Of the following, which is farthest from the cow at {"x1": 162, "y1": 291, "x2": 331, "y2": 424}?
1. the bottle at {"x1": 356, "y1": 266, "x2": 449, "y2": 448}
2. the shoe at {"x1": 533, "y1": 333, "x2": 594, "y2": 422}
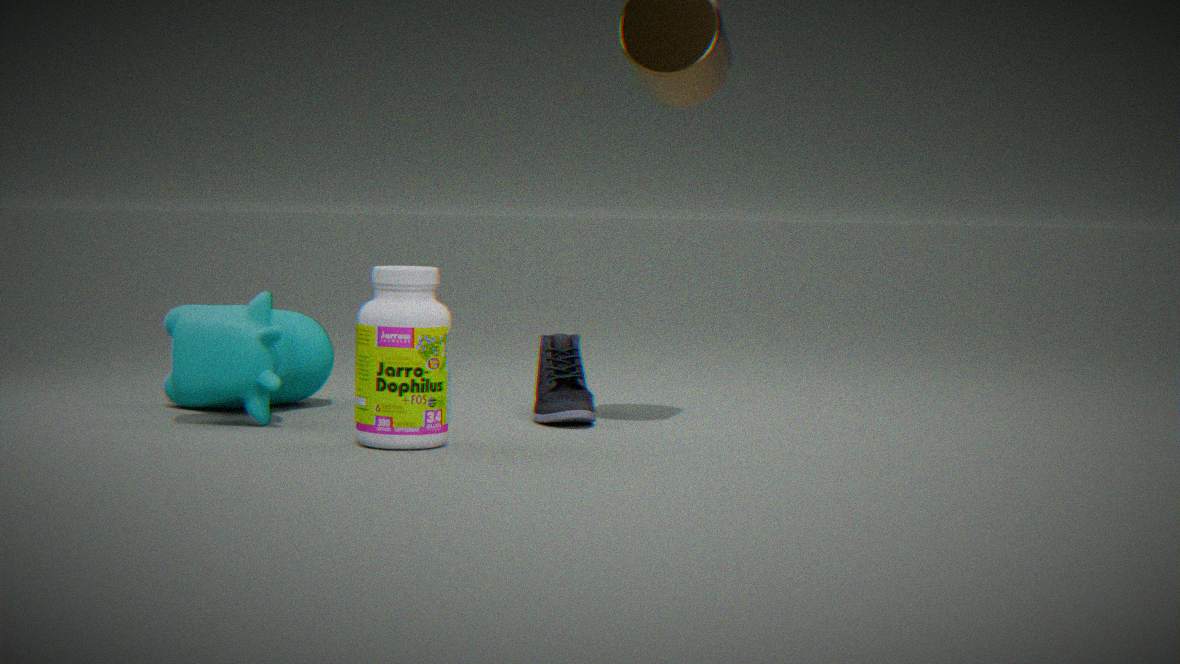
the shoe at {"x1": 533, "y1": 333, "x2": 594, "y2": 422}
